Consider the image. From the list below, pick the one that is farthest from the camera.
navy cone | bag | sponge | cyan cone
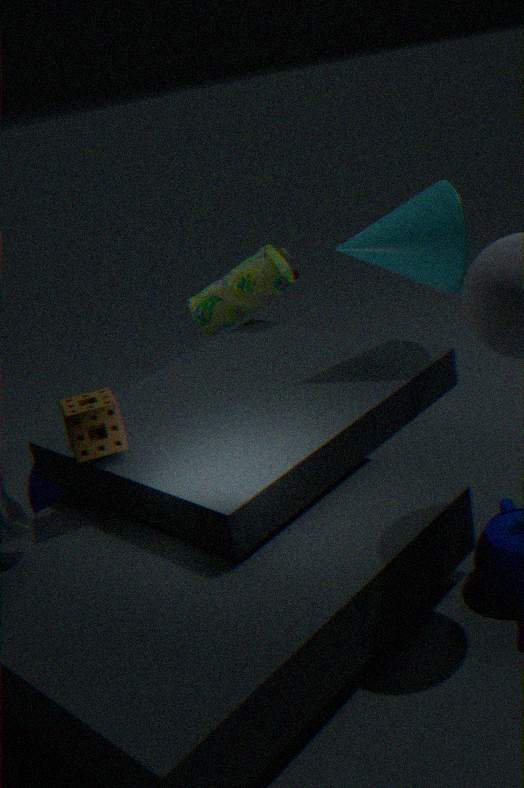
bag
